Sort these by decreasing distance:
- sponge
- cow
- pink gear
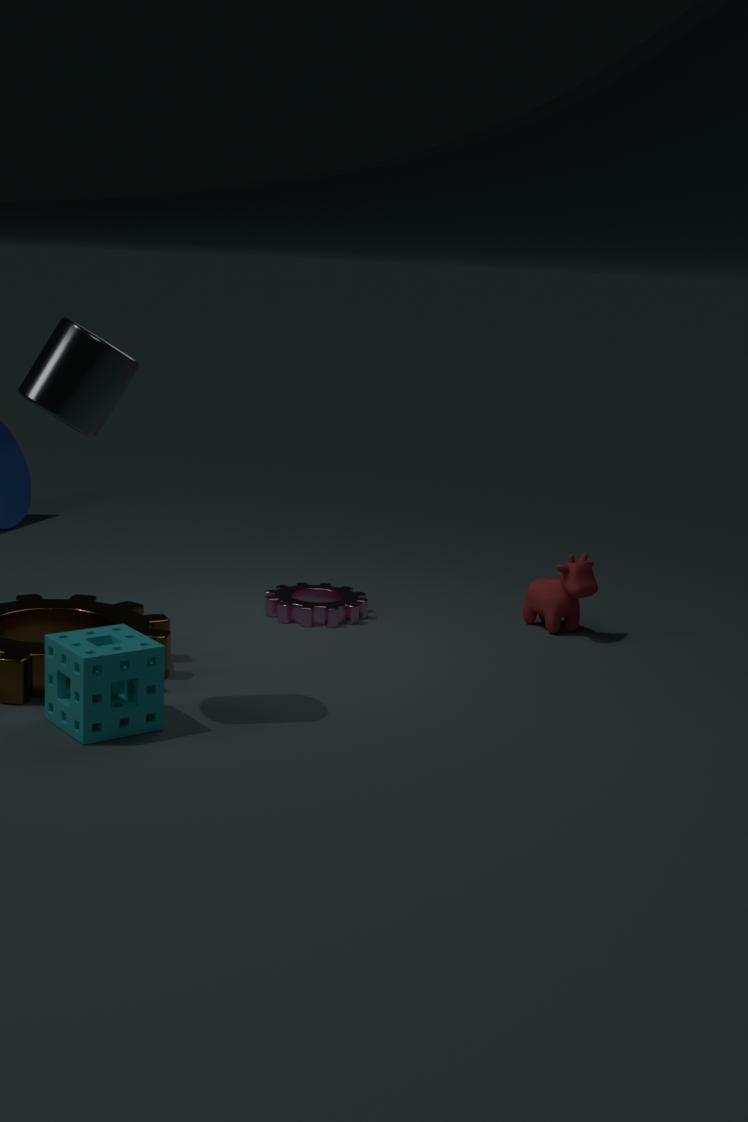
pink gear, cow, sponge
